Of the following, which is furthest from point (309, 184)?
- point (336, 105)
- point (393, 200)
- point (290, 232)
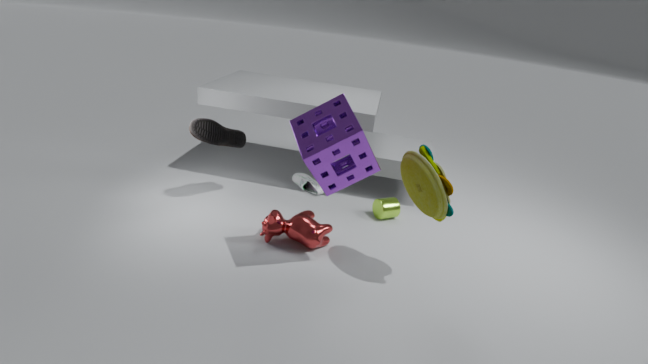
point (336, 105)
